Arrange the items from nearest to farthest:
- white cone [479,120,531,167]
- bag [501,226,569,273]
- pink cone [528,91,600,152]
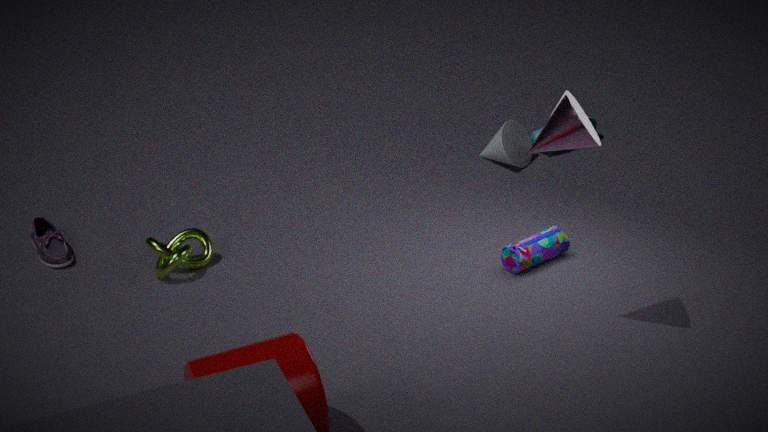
pink cone [528,91,600,152] → bag [501,226,569,273] → white cone [479,120,531,167]
